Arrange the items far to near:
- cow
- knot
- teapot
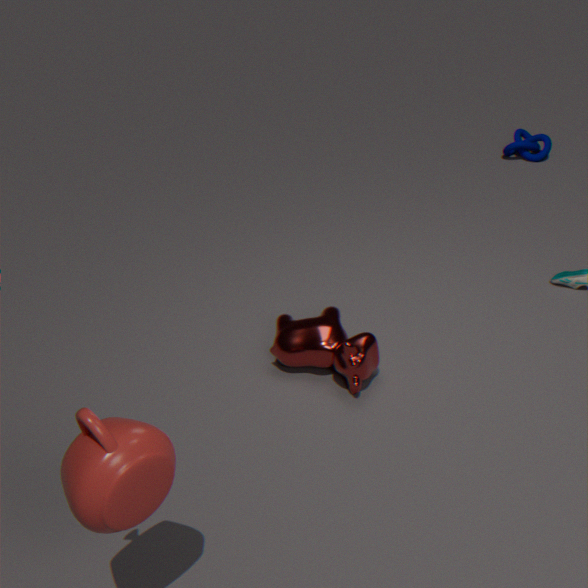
1. knot
2. cow
3. teapot
